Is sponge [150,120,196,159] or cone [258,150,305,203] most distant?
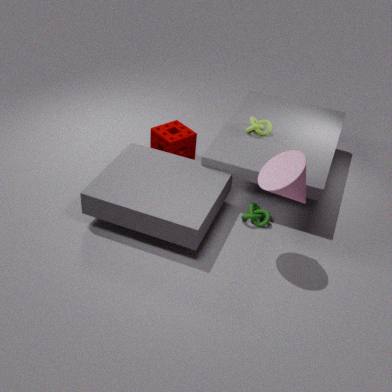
sponge [150,120,196,159]
